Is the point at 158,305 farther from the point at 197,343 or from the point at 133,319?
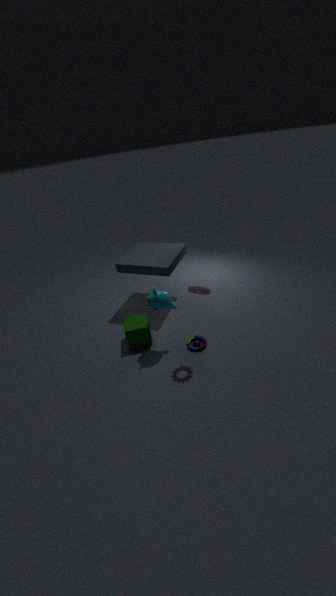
the point at 197,343
